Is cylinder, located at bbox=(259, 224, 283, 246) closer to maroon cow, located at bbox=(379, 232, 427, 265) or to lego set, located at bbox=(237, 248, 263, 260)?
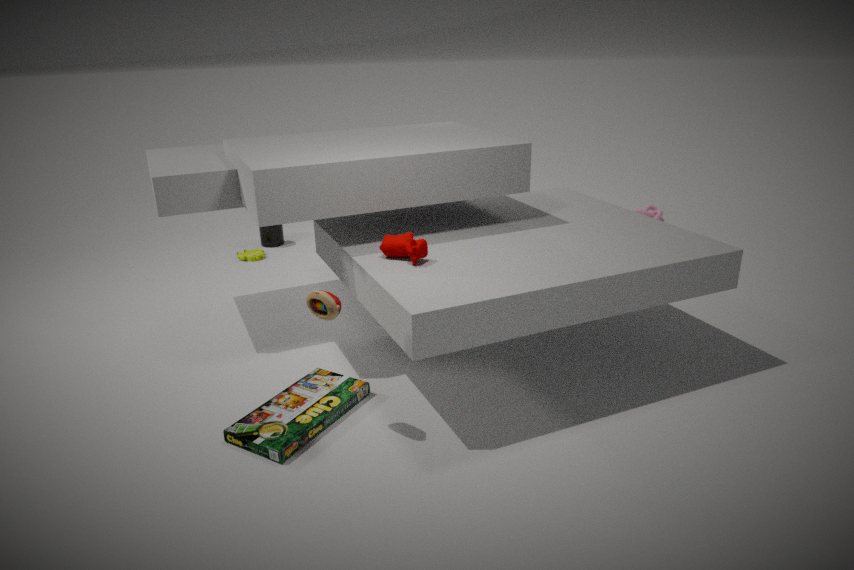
lego set, located at bbox=(237, 248, 263, 260)
